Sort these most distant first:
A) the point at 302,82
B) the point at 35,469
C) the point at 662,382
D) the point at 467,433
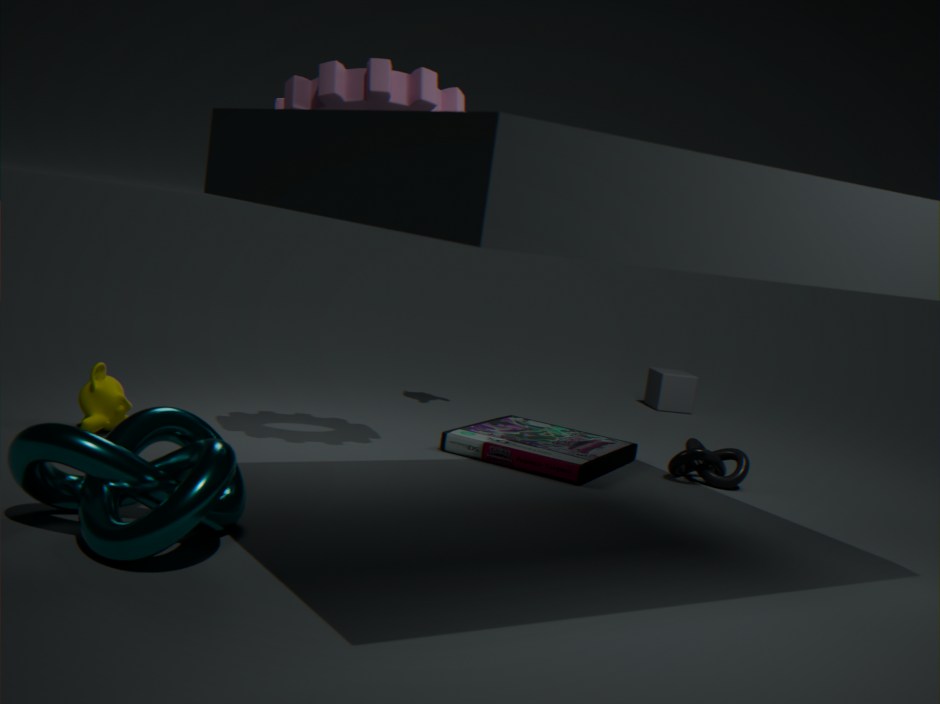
the point at 662,382 < the point at 467,433 < the point at 302,82 < the point at 35,469
